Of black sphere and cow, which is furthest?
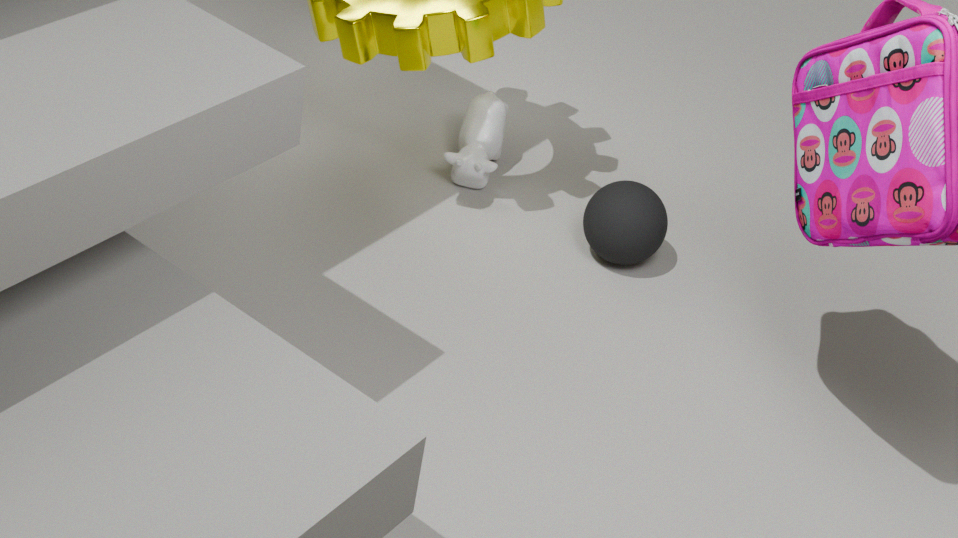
cow
